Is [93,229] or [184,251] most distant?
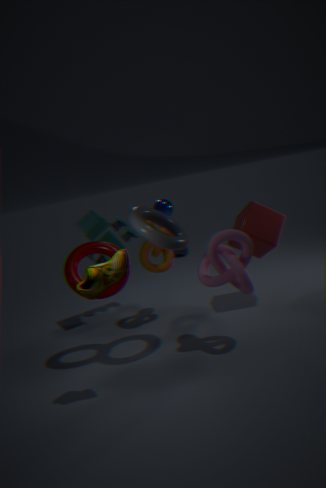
[184,251]
